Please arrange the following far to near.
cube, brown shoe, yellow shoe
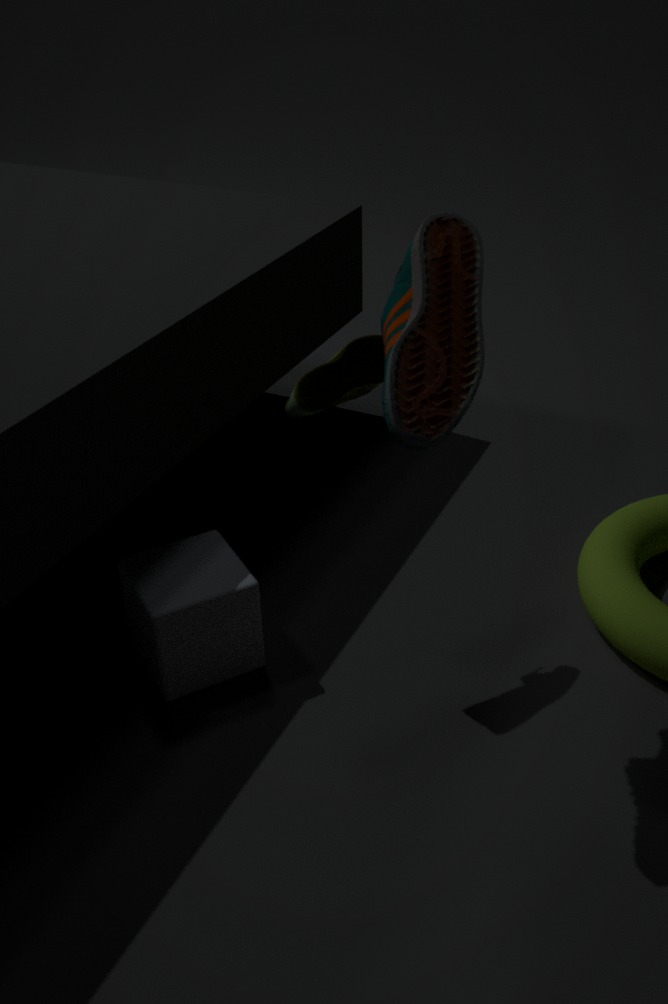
cube
yellow shoe
brown shoe
